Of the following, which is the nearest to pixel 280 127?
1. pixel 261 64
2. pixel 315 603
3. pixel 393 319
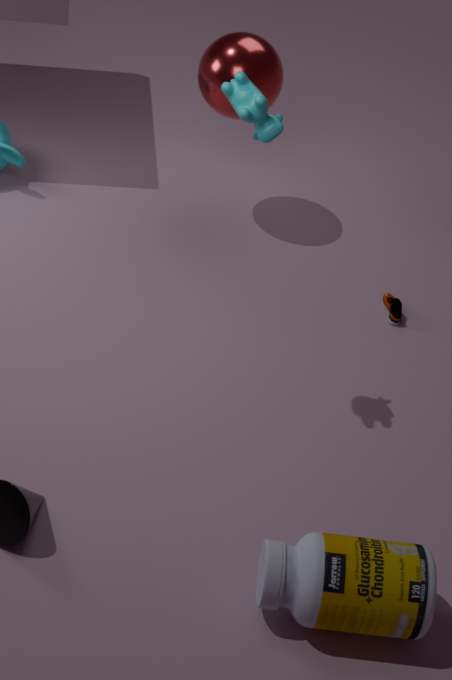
pixel 261 64
